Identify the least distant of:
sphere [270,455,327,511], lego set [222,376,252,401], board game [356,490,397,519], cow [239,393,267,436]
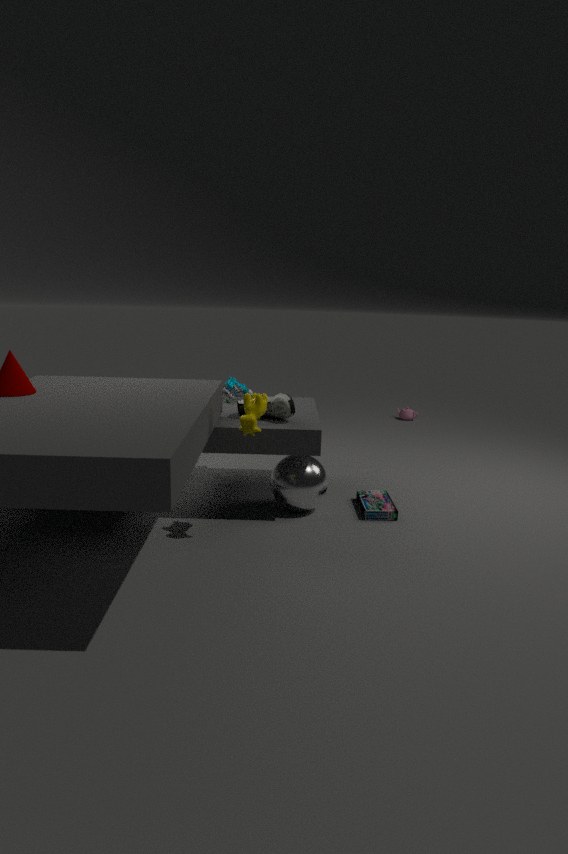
cow [239,393,267,436]
